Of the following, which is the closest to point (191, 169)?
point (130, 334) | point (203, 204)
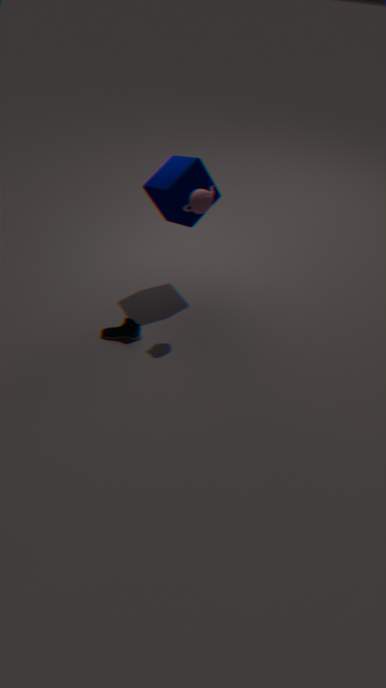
point (203, 204)
